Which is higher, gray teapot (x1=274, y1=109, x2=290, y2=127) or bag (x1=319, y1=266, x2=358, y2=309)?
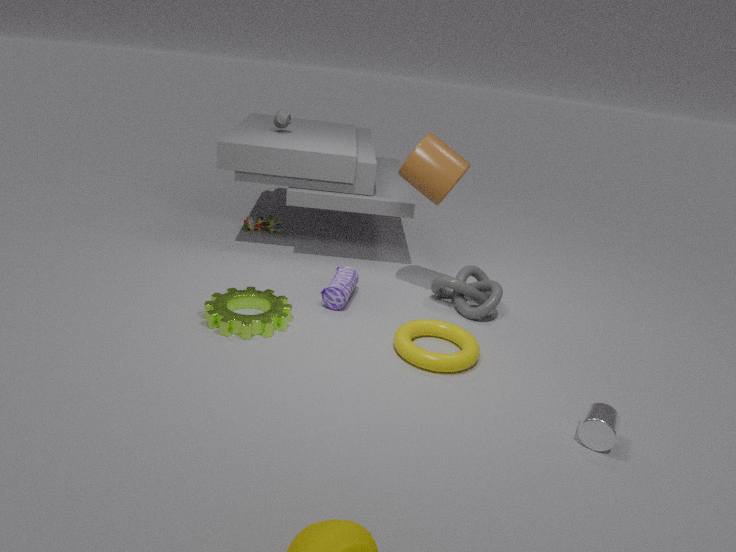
gray teapot (x1=274, y1=109, x2=290, y2=127)
